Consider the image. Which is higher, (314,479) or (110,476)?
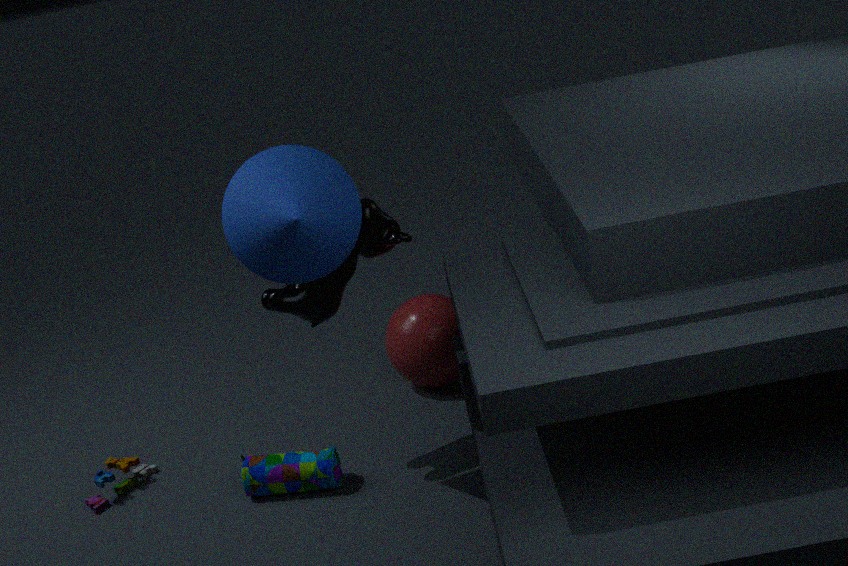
(314,479)
